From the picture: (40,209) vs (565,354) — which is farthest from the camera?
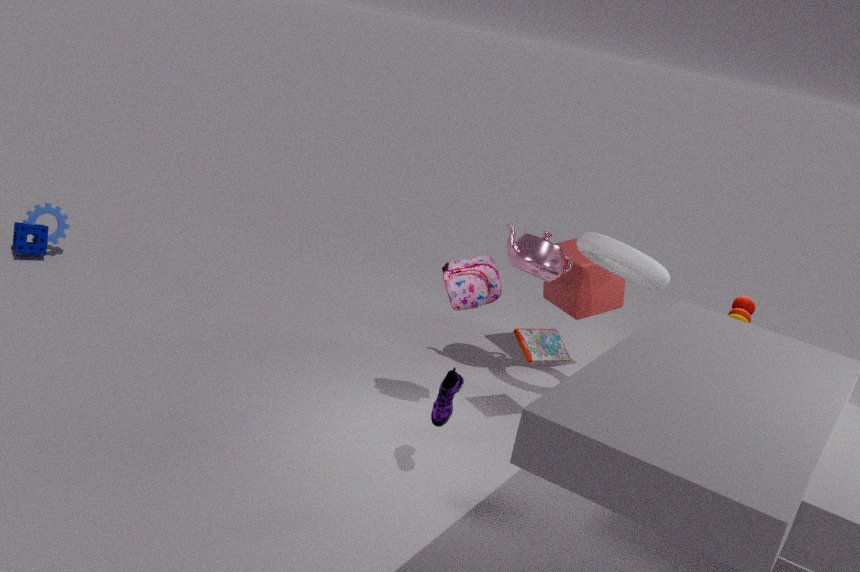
(40,209)
